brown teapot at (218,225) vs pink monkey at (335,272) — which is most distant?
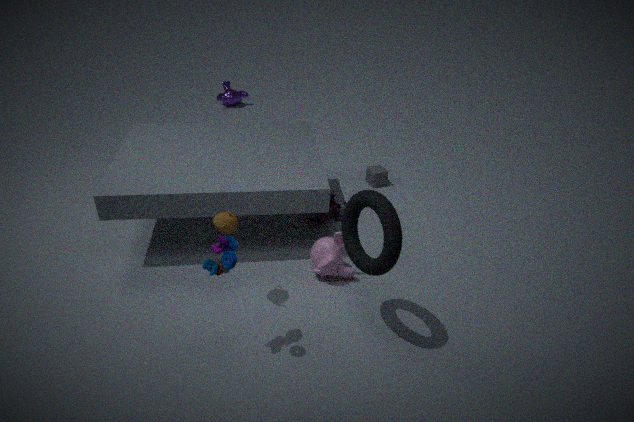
pink monkey at (335,272)
